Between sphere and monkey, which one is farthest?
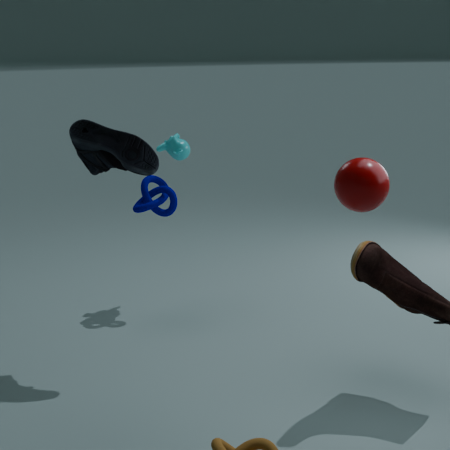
monkey
